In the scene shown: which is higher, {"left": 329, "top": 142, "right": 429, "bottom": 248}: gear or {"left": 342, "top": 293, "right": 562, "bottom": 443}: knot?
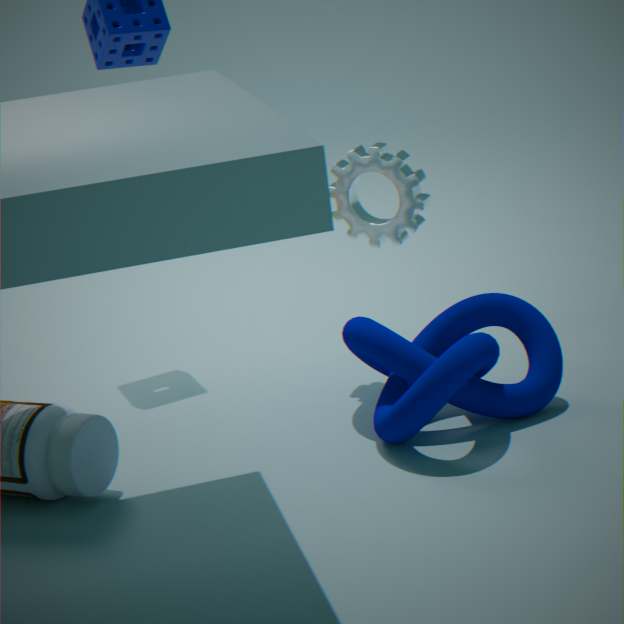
{"left": 329, "top": 142, "right": 429, "bottom": 248}: gear
